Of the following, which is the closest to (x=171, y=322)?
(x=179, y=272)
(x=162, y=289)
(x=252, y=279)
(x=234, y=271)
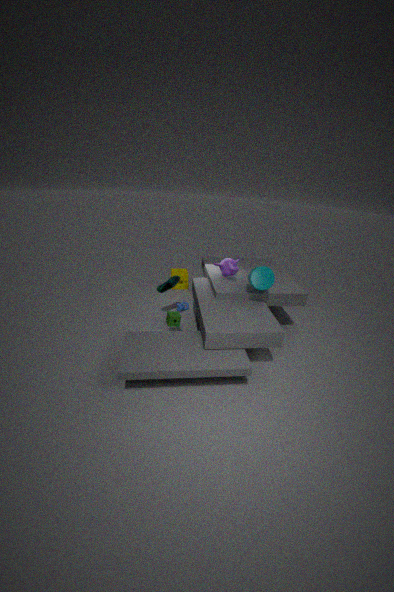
(x=162, y=289)
